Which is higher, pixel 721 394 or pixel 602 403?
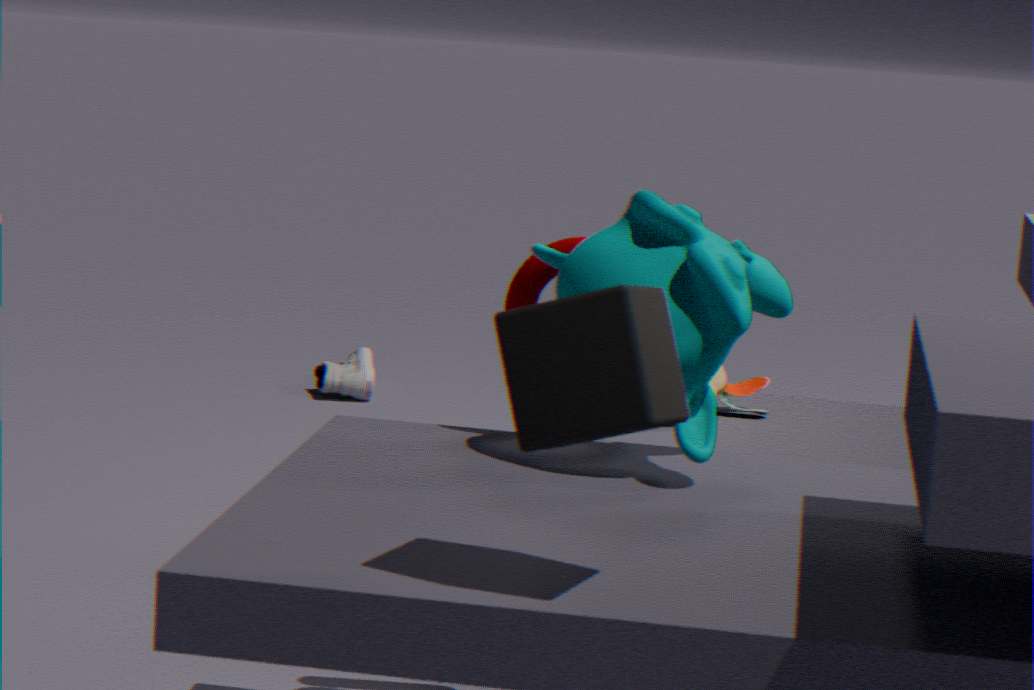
pixel 602 403
